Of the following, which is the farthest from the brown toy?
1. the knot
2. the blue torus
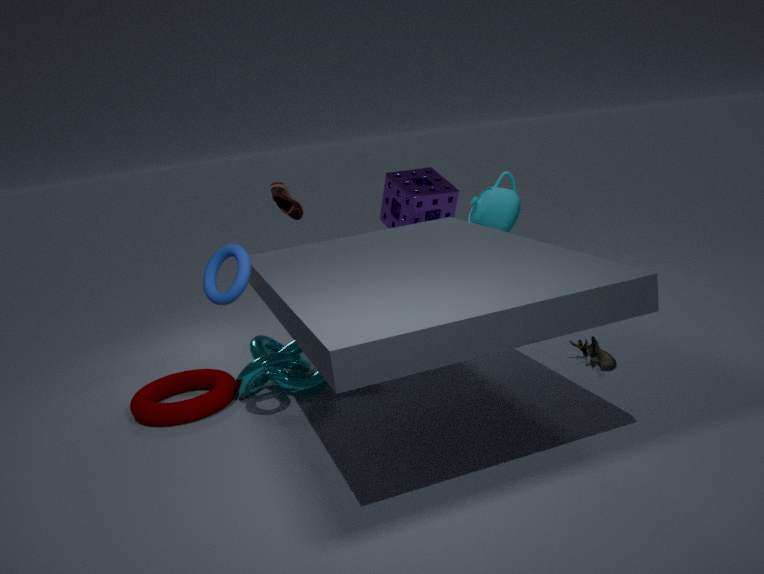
the blue torus
